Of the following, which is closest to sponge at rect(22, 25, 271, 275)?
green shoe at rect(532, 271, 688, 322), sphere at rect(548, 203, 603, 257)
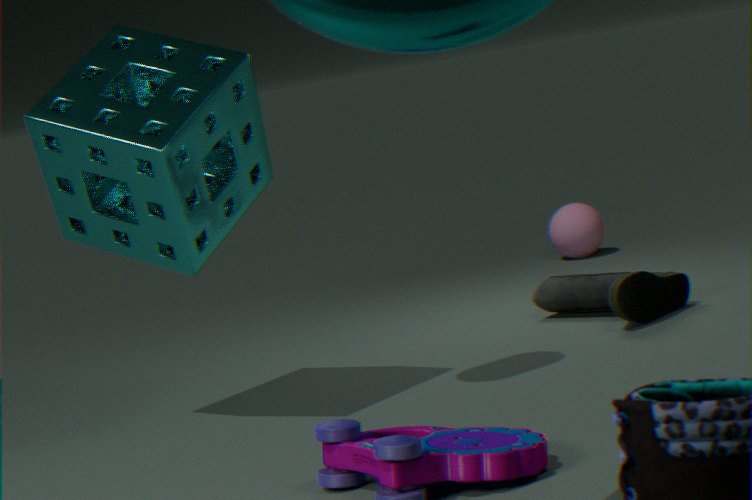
green shoe at rect(532, 271, 688, 322)
